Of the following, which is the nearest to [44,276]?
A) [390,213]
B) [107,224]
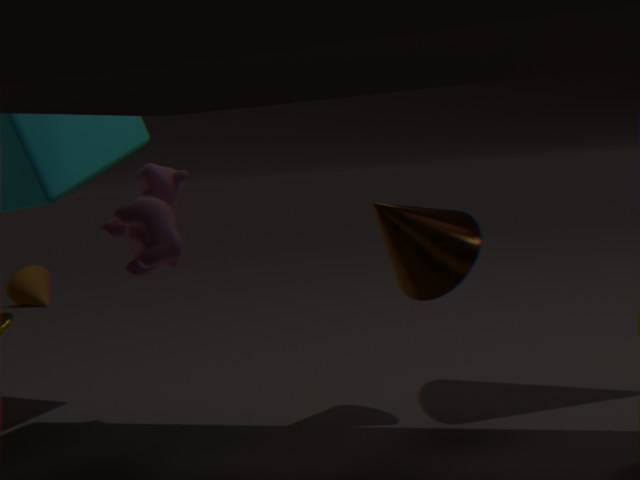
[107,224]
